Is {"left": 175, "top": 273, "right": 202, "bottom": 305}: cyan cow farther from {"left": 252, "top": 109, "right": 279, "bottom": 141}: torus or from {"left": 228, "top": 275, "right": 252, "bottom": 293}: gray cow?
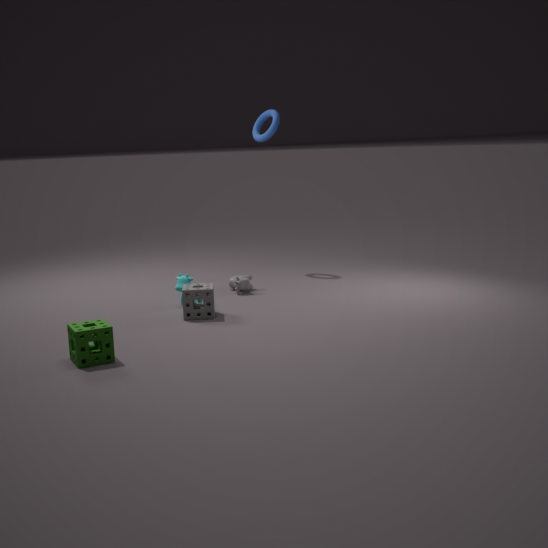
{"left": 252, "top": 109, "right": 279, "bottom": 141}: torus
